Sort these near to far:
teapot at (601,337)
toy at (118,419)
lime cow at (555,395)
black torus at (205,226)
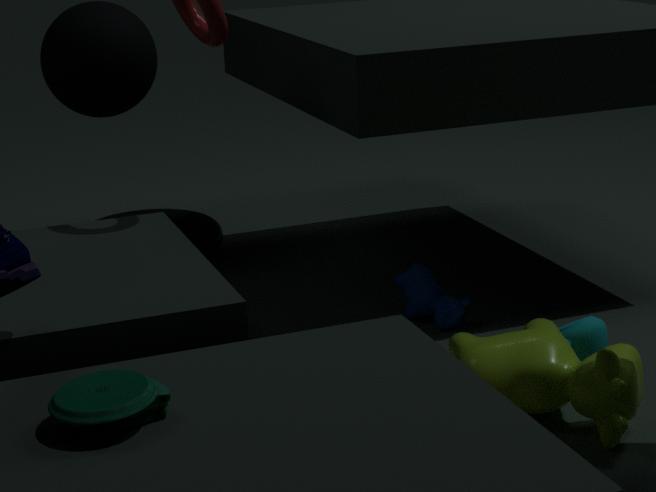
toy at (118,419)
lime cow at (555,395)
teapot at (601,337)
black torus at (205,226)
